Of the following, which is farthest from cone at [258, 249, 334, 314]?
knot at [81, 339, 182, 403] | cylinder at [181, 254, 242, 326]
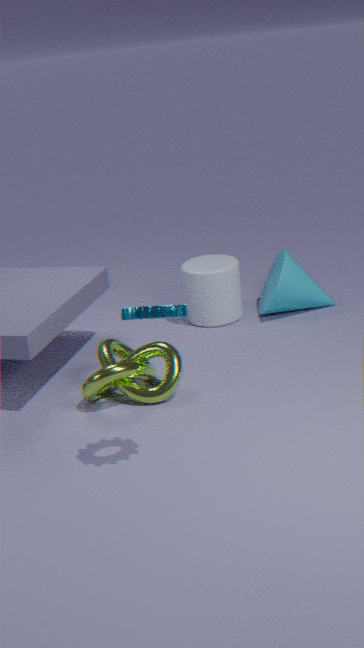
knot at [81, 339, 182, 403]
